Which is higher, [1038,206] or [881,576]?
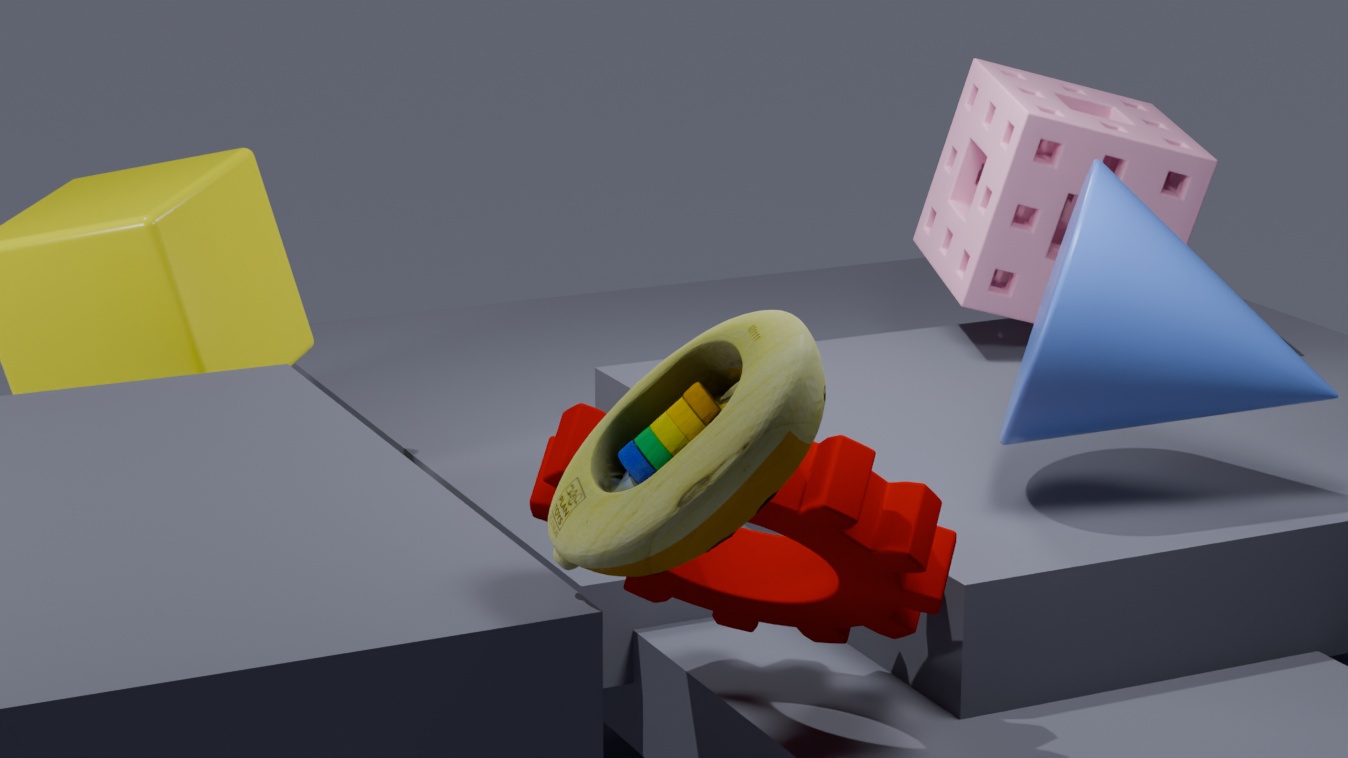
[1038,206]
